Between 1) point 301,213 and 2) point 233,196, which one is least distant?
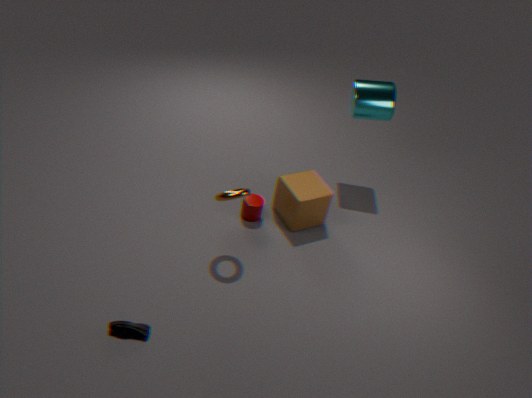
2. point 233,196
